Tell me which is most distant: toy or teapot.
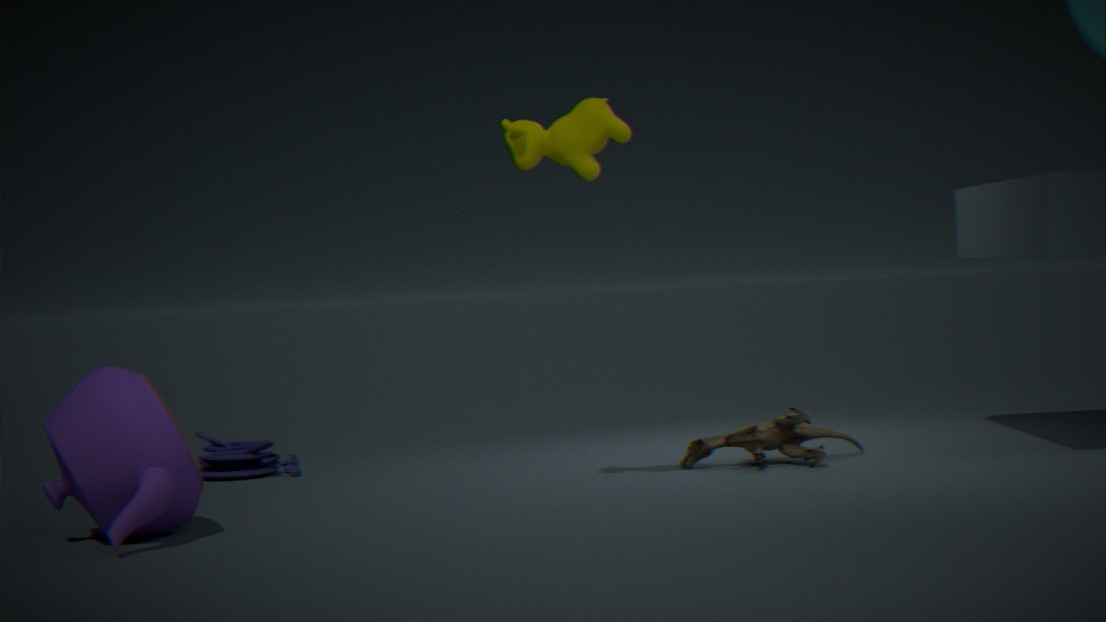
toy
